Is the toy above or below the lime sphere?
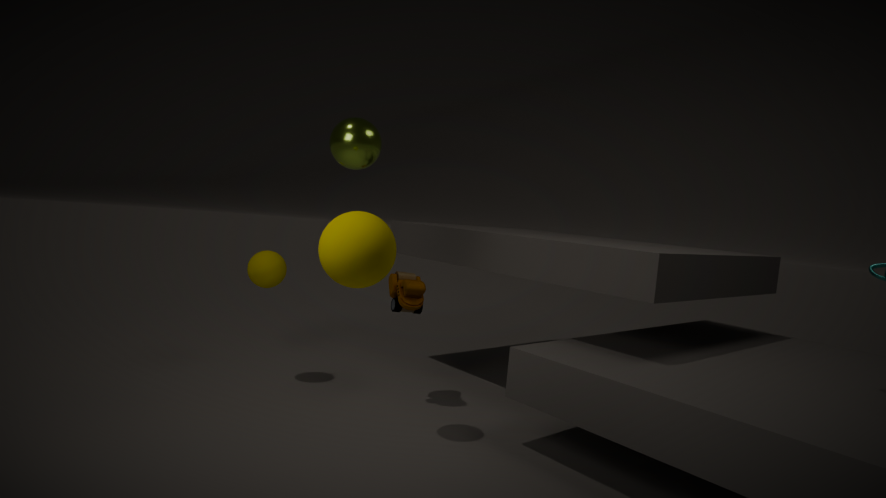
below
